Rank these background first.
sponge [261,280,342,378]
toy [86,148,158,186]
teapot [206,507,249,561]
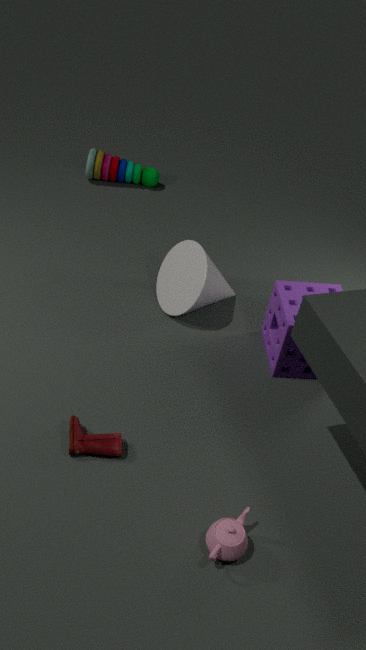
toy [86,148,158,186], sponge [261,280,342,378], teapot [206,507,249,561]
